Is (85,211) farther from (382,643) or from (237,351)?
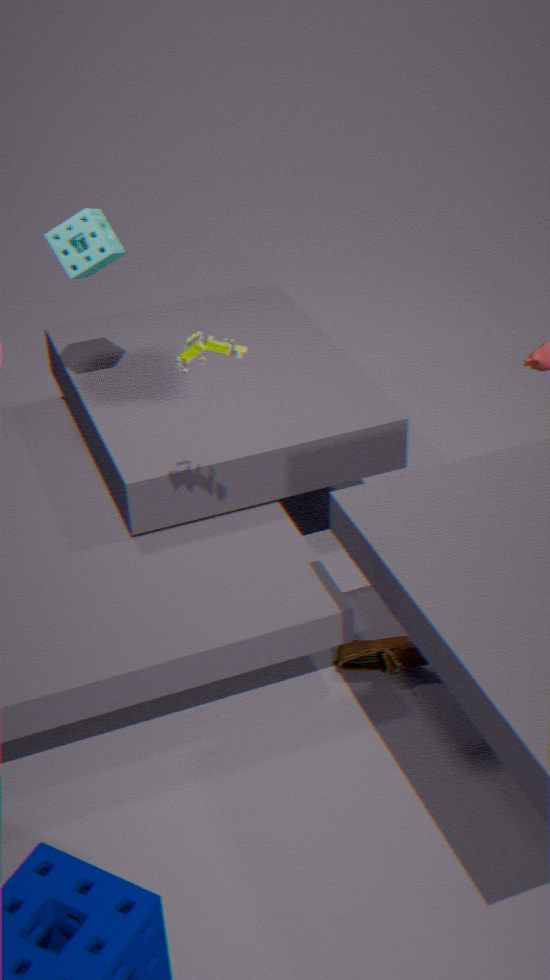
(382,643)
